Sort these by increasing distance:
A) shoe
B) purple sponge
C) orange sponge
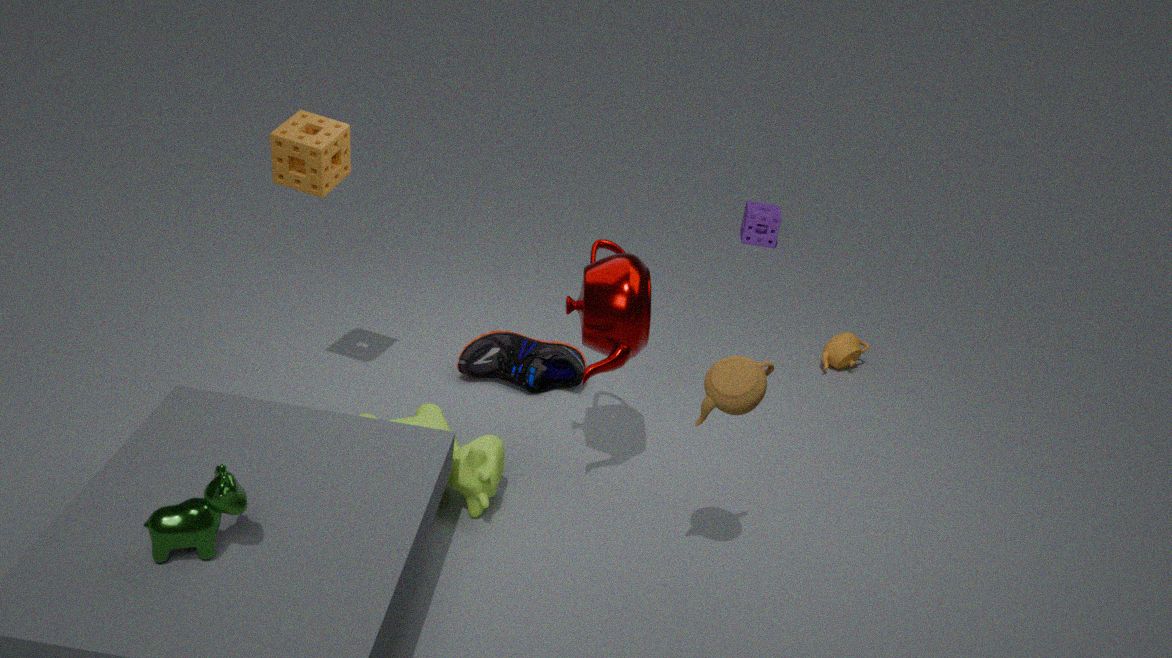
1. orange sponge
2. shoe
3. purple sponge
